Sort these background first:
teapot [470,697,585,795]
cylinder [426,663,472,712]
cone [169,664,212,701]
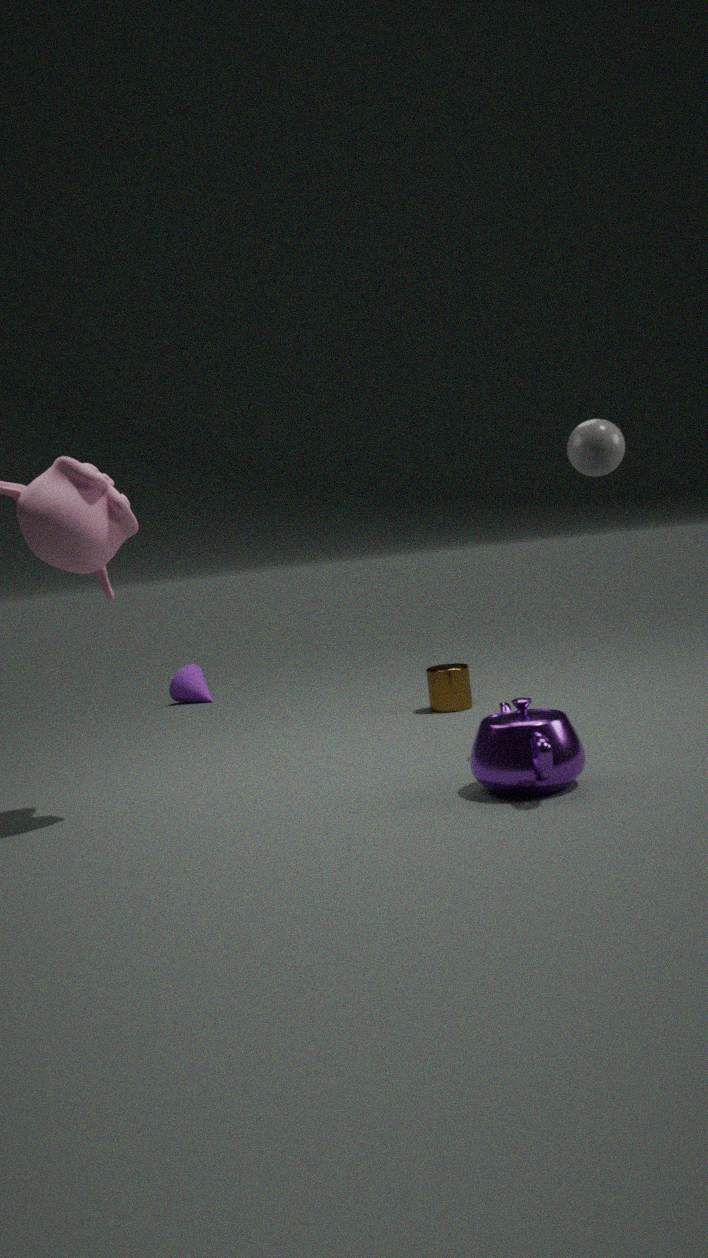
cone [169,664,212,701]
cylinder [426,663,472,712]
teapot [470,697,585,795]
